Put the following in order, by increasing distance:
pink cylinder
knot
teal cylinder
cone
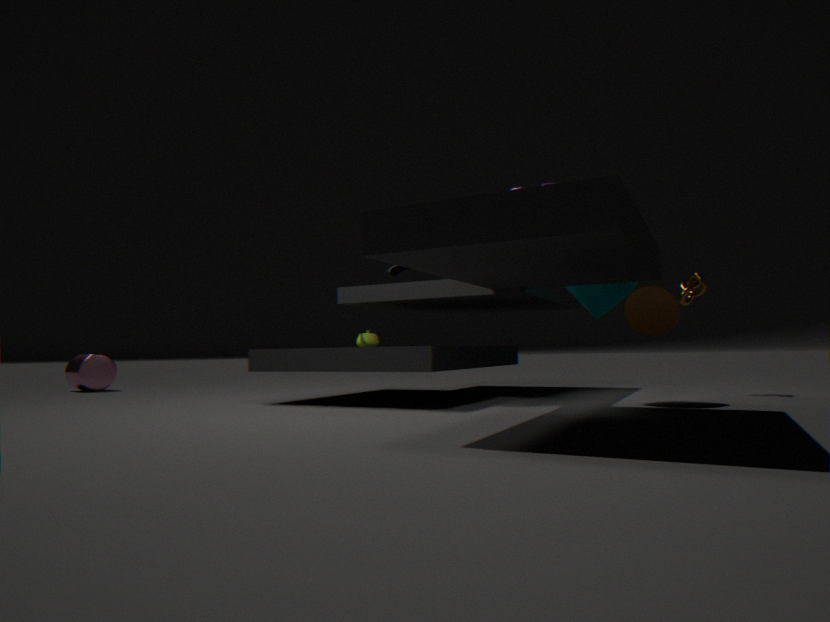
cone, teal cylinder, knot, pink cylinder
